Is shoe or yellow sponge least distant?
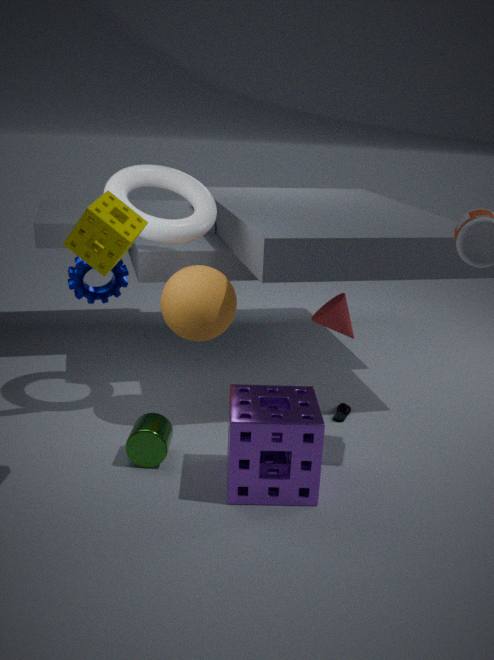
yellow sponge
